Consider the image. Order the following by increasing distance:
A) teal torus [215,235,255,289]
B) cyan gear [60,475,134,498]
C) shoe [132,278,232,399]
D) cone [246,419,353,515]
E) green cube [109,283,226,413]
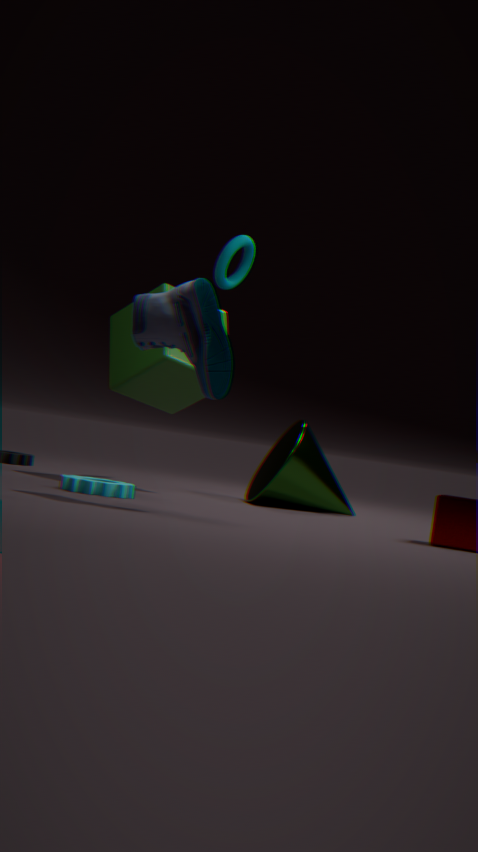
shoe [132,278,232,399] → cyan gear [60,475,134,498] → green cube [109,283,226,413] → cone [246,419,353,515] → teal torus [215,235,255,289]
